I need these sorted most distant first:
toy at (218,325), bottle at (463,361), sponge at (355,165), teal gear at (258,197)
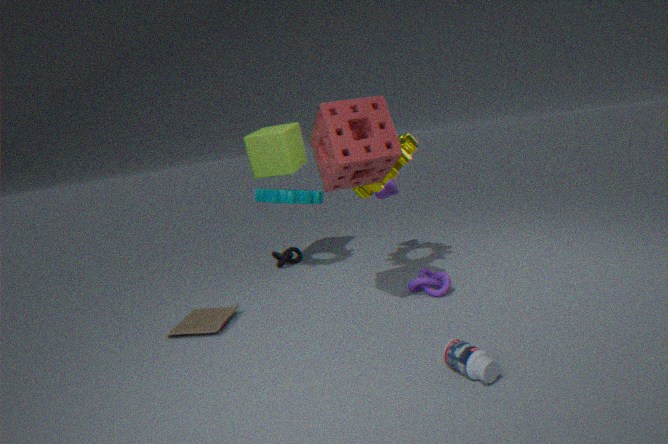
teal gear at (258,197), toy at (218,325), sponge at (355,165), bottle at (463,361)
